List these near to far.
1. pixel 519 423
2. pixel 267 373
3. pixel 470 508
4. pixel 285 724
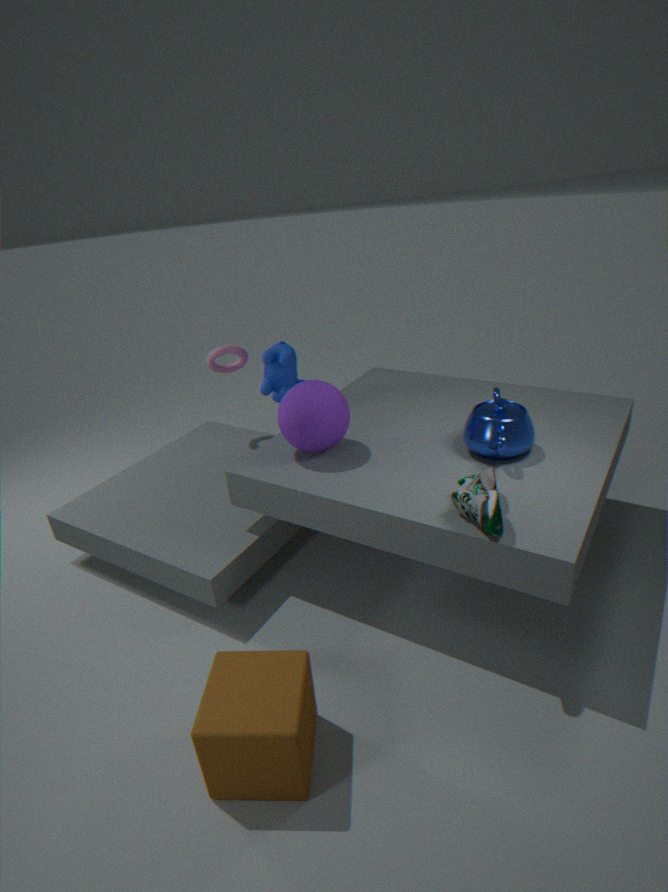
pixel 285 724 < pixel 470 508 < pixel 519 423 < pixel 267 373
